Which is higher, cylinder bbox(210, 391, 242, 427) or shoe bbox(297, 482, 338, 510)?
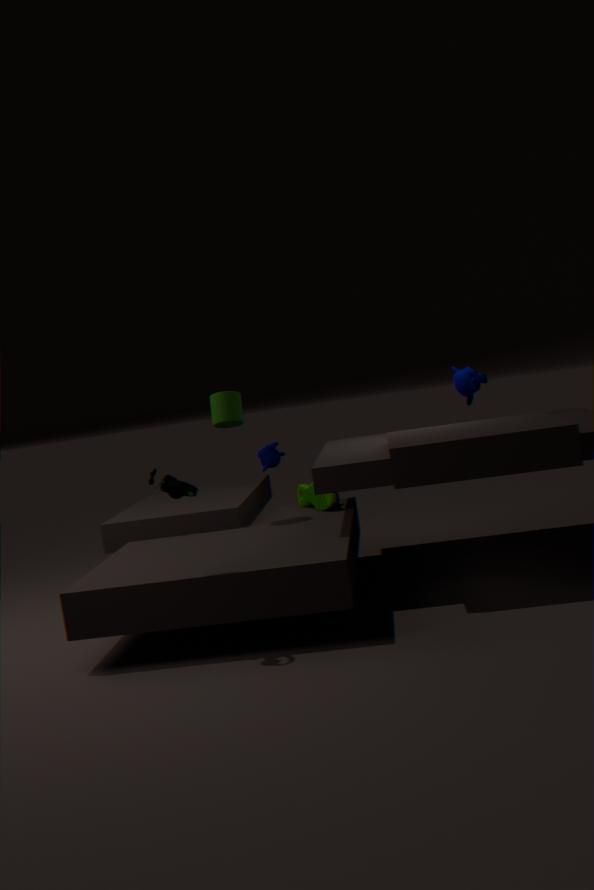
cylinder bbox(210, 391, 242, 427)
